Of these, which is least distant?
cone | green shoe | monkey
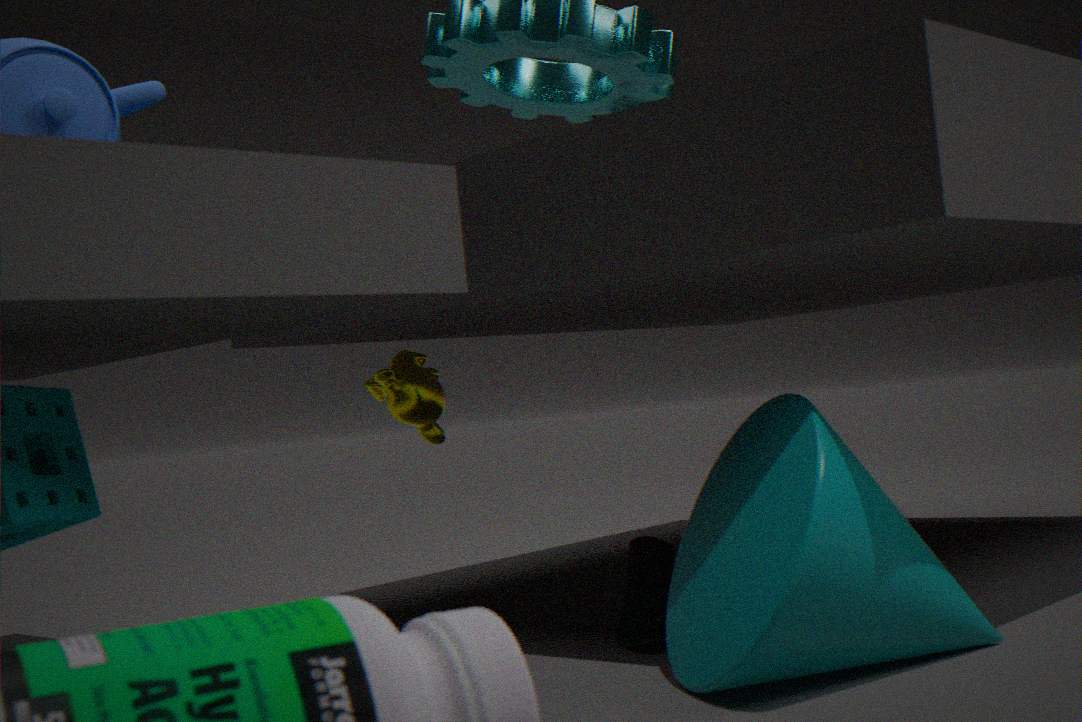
cone
